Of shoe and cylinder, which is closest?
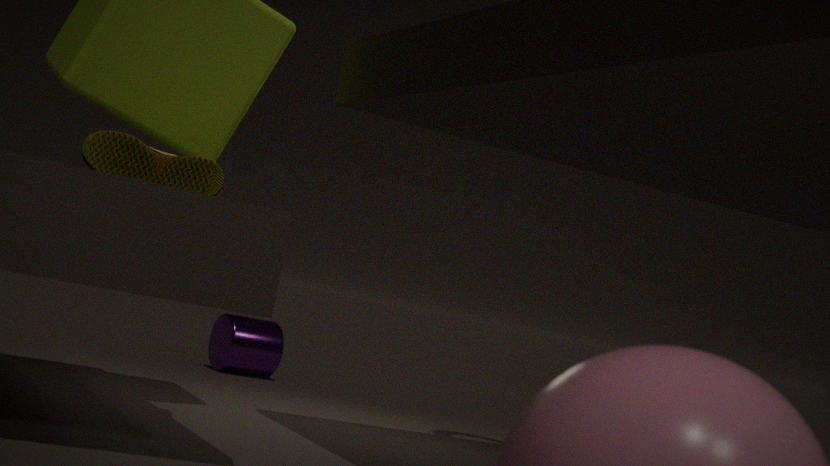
shoe
